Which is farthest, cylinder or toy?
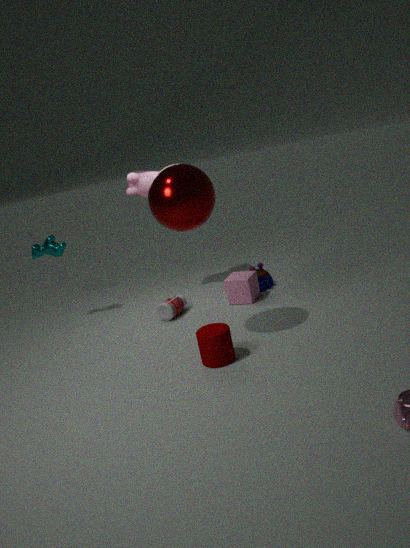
toy
